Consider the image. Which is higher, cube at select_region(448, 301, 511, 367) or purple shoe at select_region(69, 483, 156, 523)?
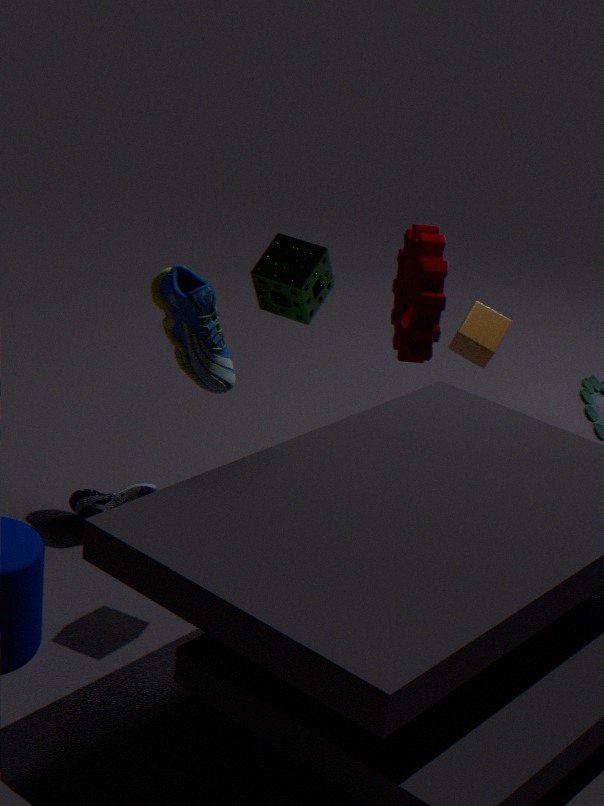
cube at select_region(448, 301, 511, 367)
